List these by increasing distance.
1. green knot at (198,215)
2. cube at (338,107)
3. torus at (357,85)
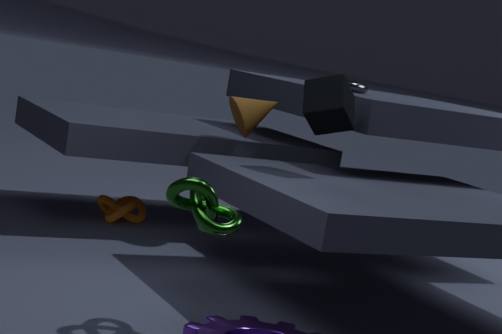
1. green knot at (198,215)
2. cube at (338,107)
3. torus at (357,85)
